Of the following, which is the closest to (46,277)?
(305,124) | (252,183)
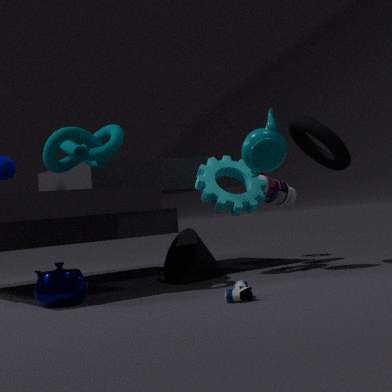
(252,183)
